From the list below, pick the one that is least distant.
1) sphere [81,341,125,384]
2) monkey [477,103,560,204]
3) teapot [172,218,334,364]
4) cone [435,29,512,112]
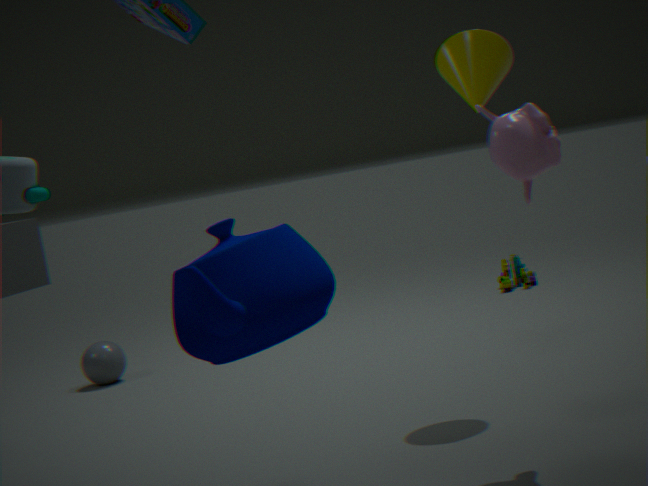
3. teapot [172,218,334,364]
